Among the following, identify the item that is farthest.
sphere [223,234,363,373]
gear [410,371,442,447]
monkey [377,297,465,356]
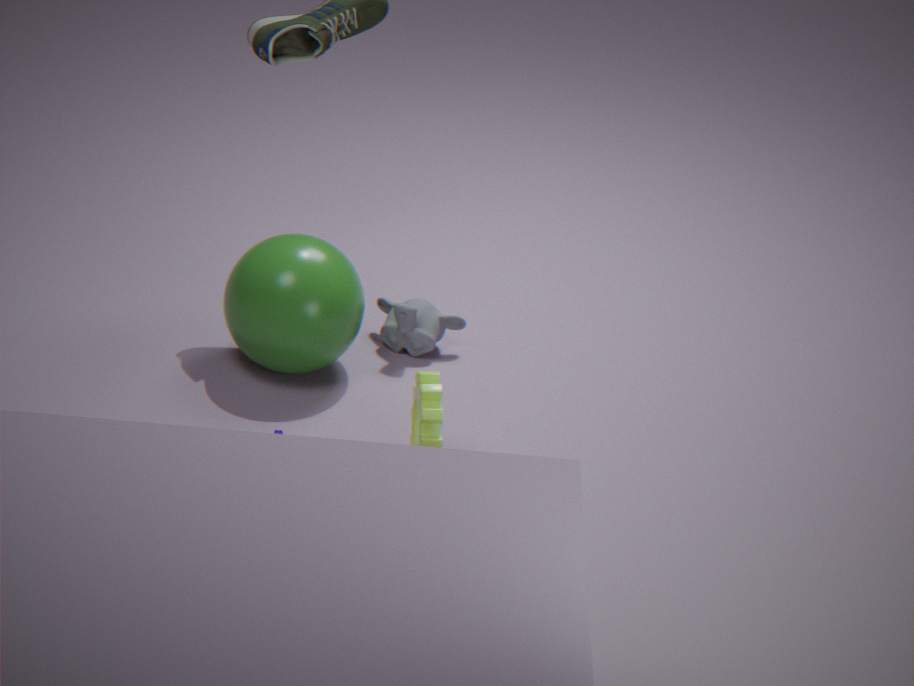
monkey [377,297,465,356]
